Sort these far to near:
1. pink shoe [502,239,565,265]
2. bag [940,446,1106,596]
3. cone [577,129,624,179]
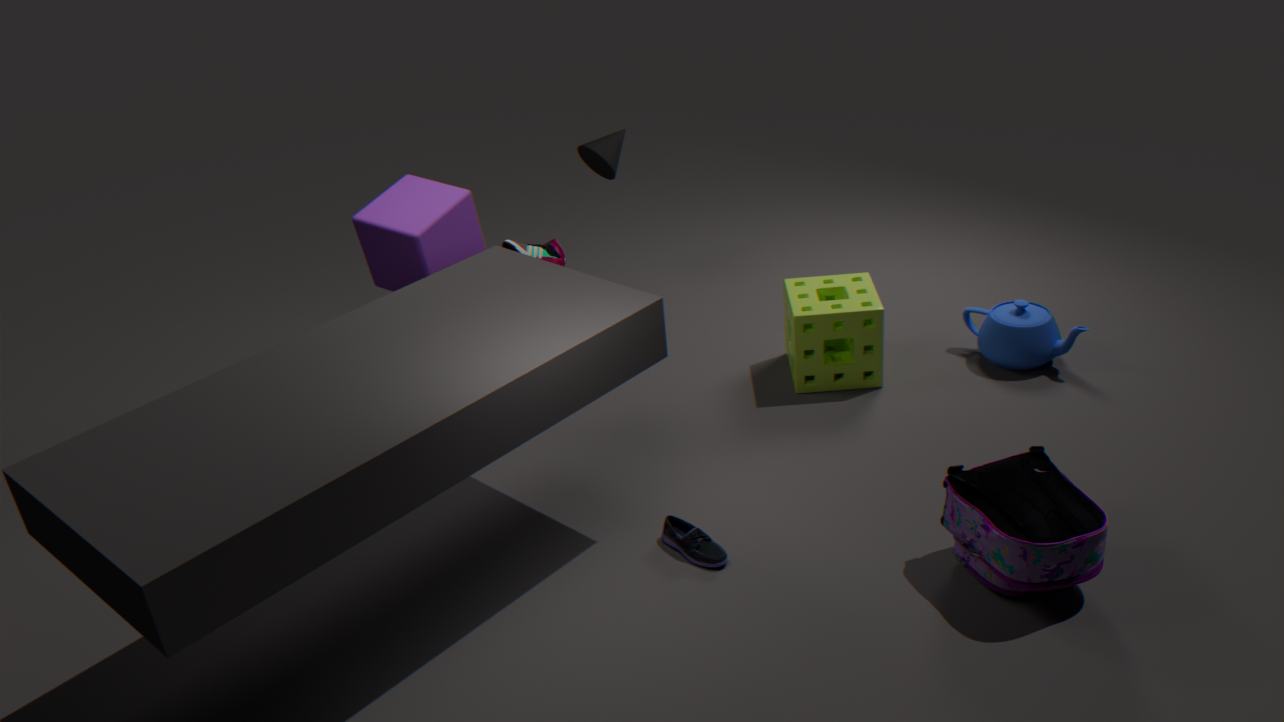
1. cone [577,129,624,179]
2. pink shoe [502,239,565,265]
3. bag [940,446,1106,596]
